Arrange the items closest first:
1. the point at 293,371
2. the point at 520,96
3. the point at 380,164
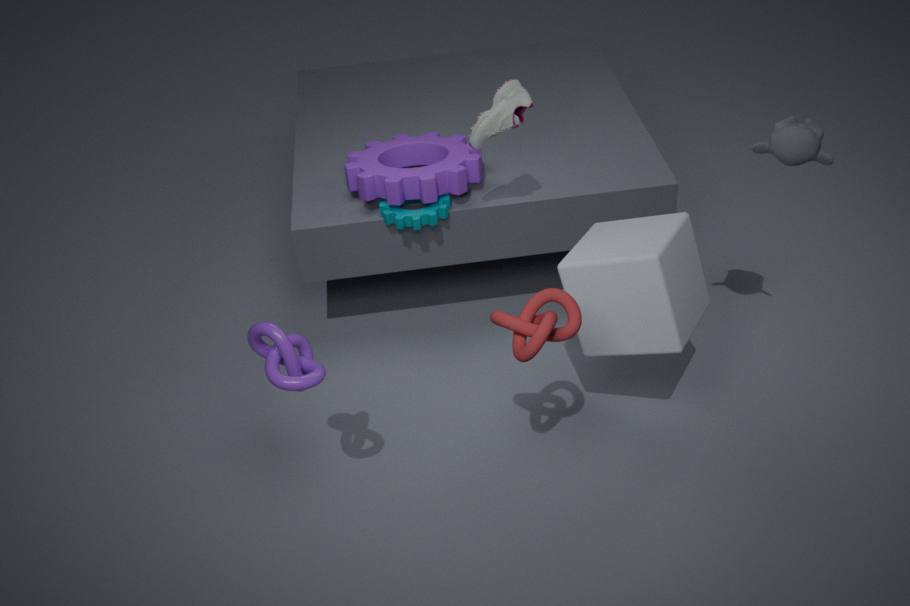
the point at 293,371
the point at 520,96
the point at 380,164
